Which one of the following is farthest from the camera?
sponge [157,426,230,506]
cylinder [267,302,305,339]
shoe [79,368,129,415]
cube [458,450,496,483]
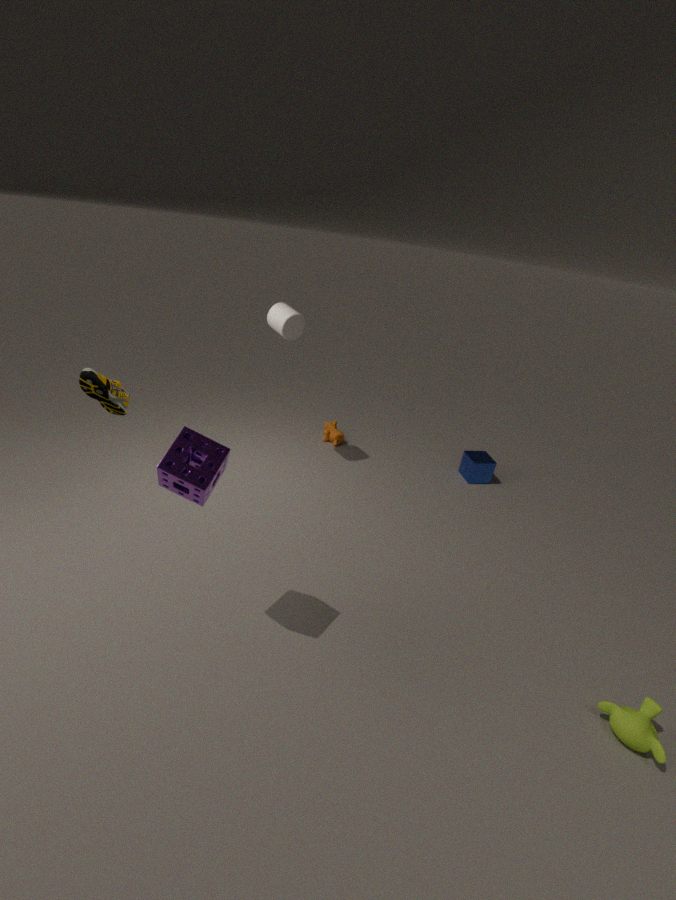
cube [458,450,496,483]
